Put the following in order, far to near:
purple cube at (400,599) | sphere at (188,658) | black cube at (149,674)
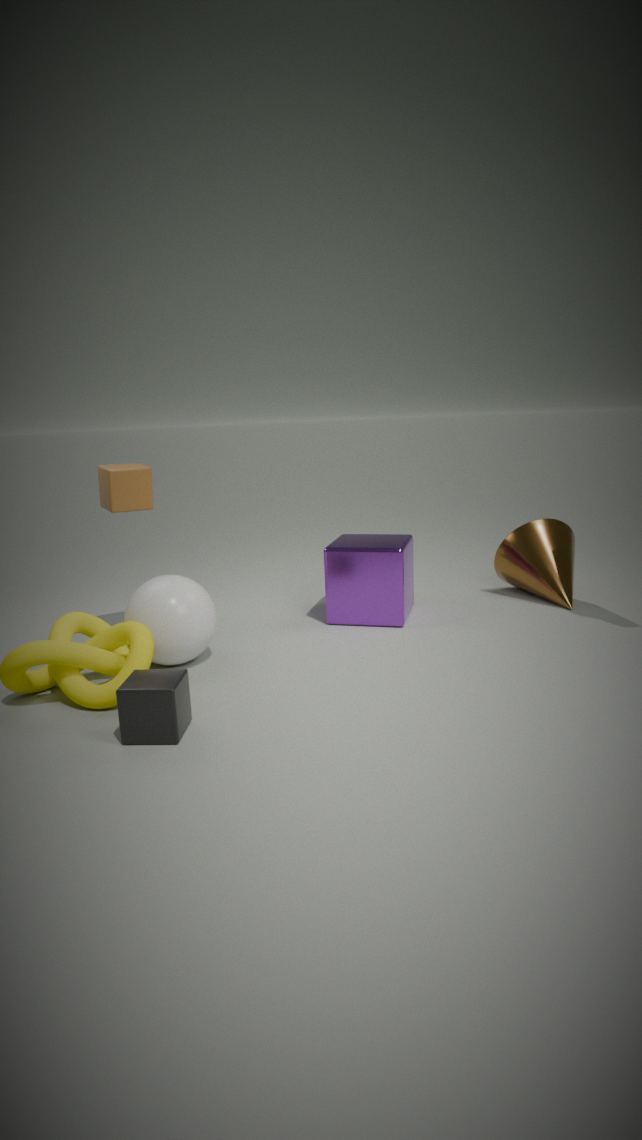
purple cube at (400,599), sphere at (188,658), black cube at (149,674)
